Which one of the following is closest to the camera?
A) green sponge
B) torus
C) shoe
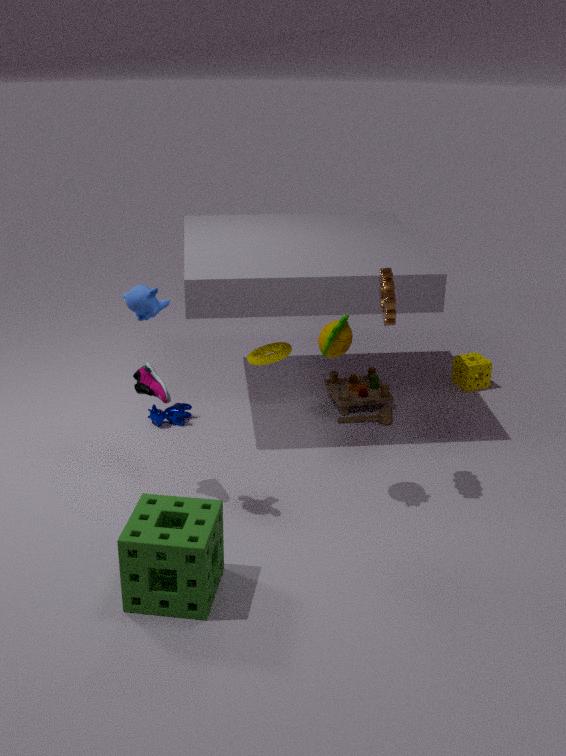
green sponge
